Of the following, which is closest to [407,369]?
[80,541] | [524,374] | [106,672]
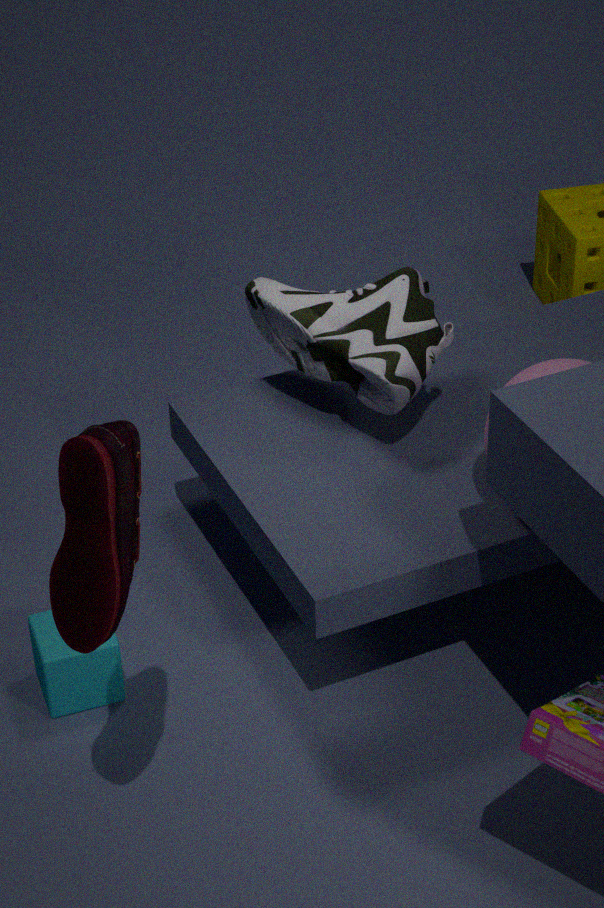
[524,374]
